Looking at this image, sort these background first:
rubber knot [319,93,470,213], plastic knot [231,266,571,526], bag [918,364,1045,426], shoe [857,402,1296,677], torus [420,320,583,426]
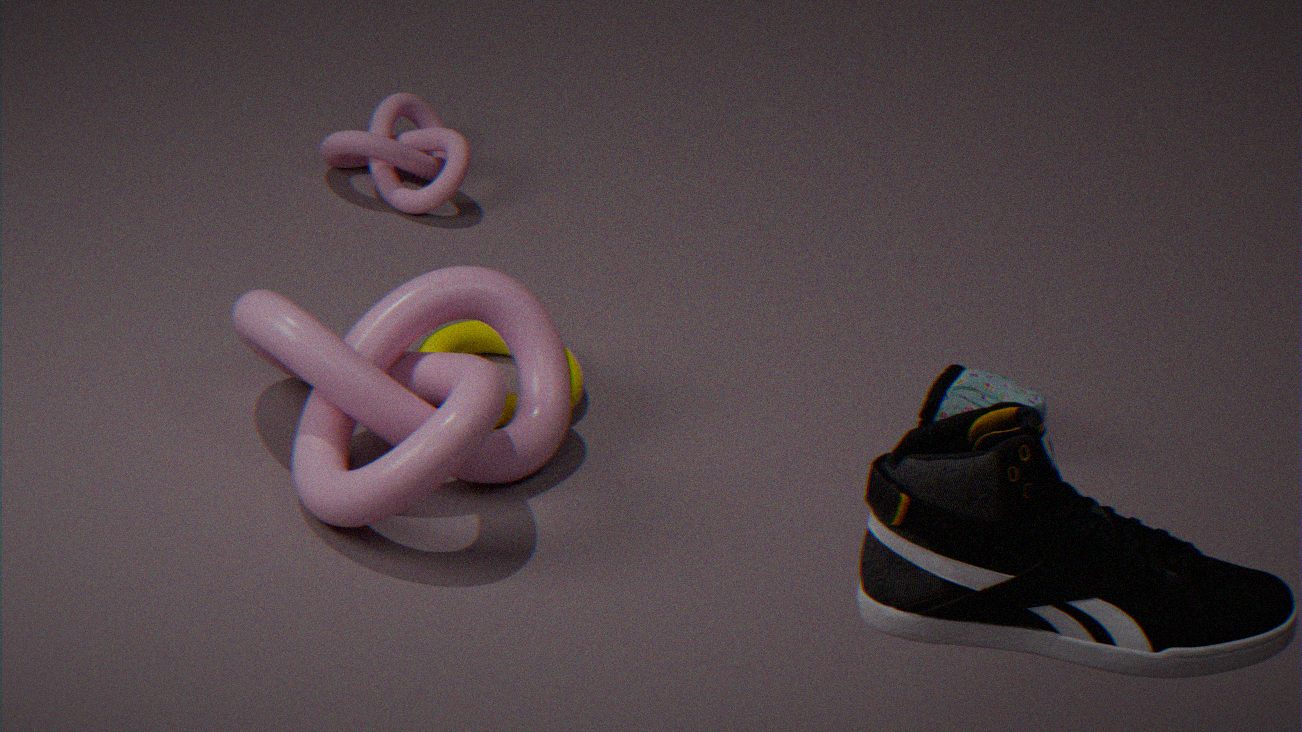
rubber knot [319,93,470,213] < bag [918,364,1045,426] < torus [420,320,583,426] < plastic knot [231,266,571,526] < shoe [857,402,1296,677]
